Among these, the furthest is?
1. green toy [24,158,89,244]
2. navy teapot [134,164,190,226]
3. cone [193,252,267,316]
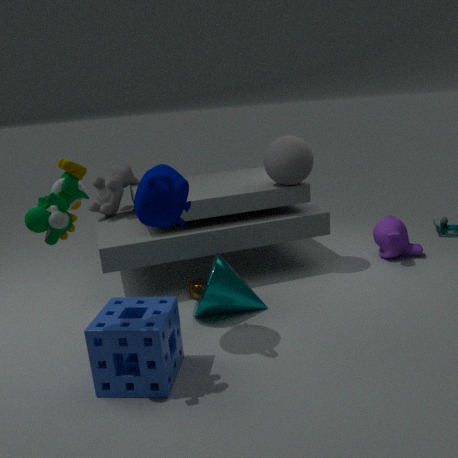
cone [193,252,267,316]
